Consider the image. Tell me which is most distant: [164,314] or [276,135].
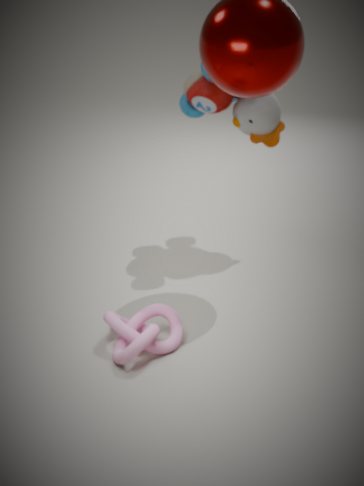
[276,135]
